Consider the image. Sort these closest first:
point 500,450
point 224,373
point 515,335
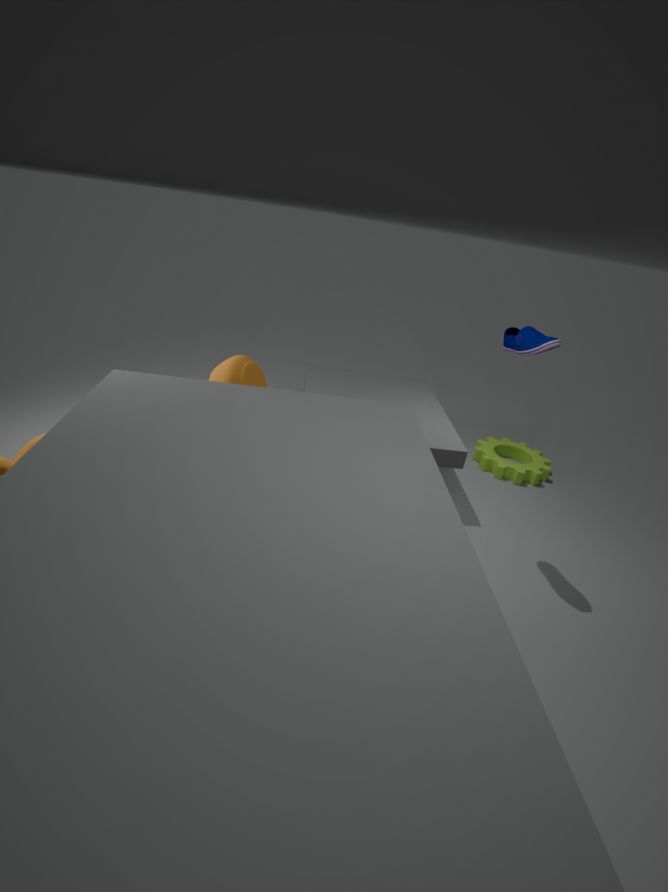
1. point 515,335
2. point 224,373
3. point 500,450
